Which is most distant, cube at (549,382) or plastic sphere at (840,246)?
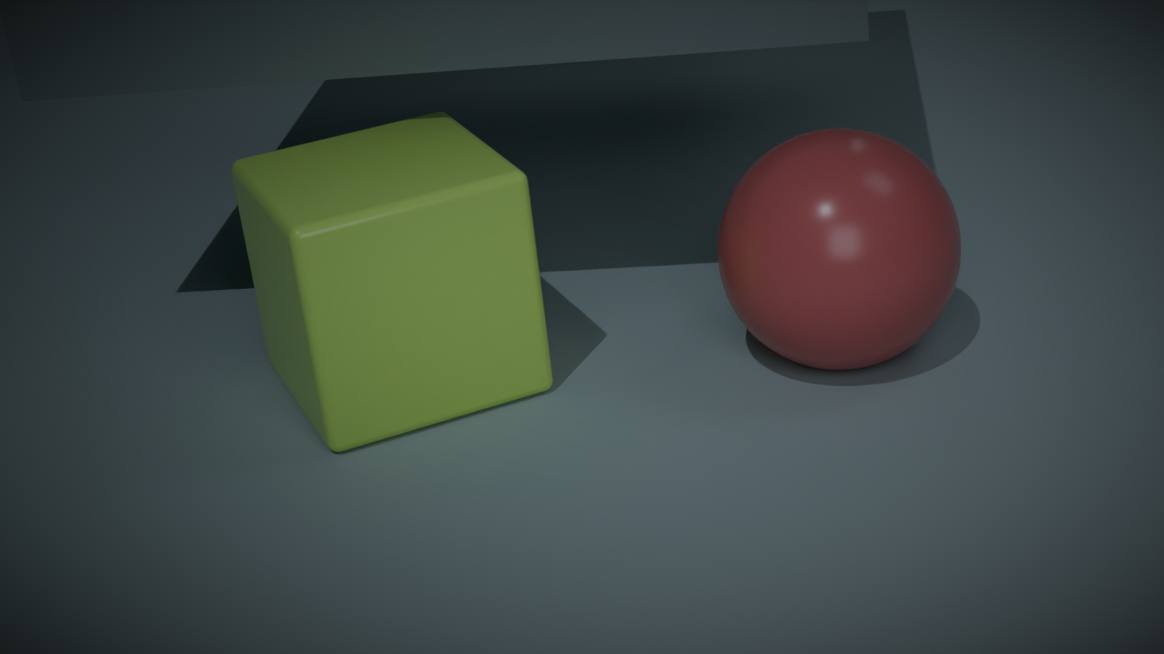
cube at (549,382)
